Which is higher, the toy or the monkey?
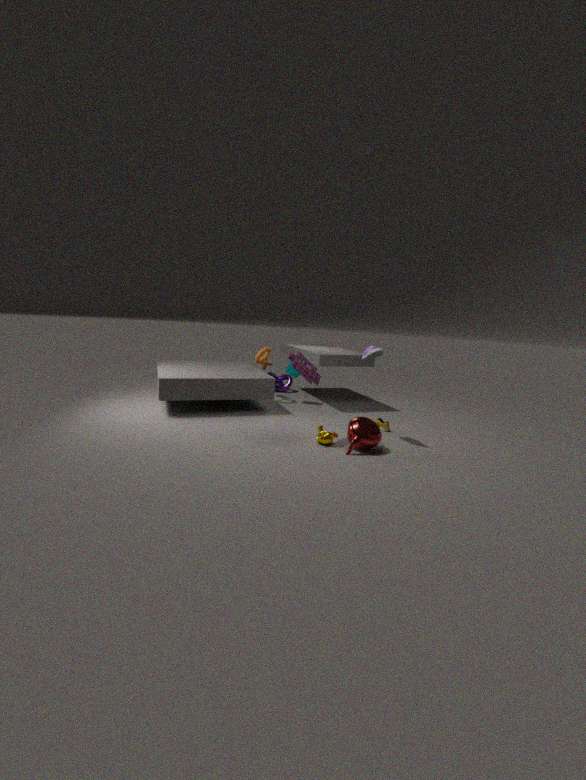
the toy
